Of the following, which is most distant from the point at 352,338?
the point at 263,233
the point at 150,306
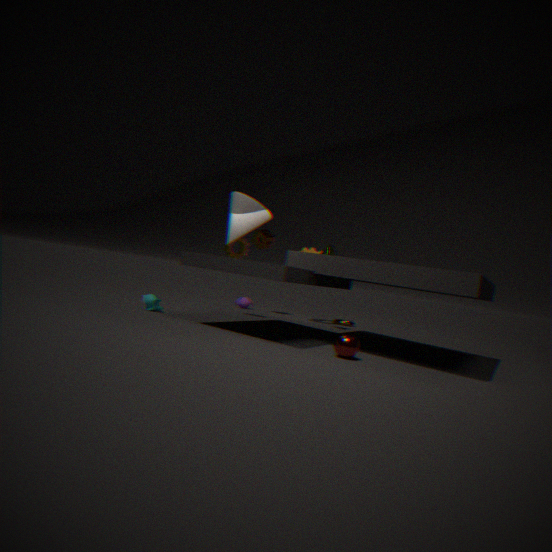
the point at 263,233
